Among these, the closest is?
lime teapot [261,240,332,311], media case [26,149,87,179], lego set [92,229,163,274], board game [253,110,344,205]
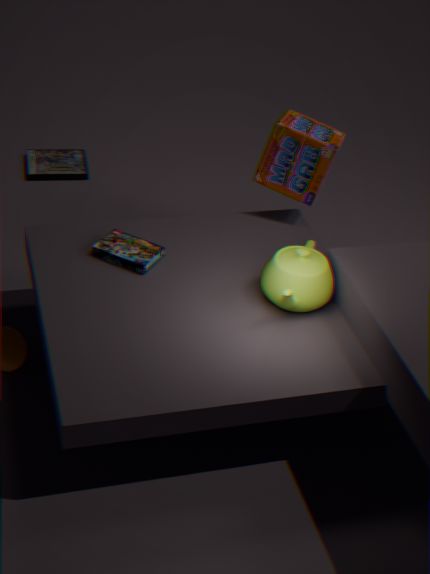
lime teapot [261,240,332,311]
